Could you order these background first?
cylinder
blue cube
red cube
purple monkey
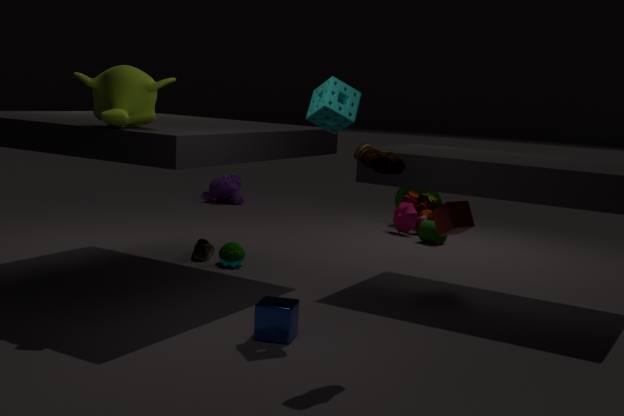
1. purple monkey
2. cylinder
3. red cube
4. blue cube
